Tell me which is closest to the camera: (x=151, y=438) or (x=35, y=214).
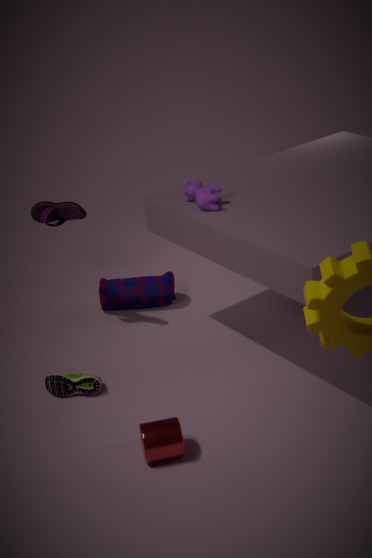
(x=151, y=438)
